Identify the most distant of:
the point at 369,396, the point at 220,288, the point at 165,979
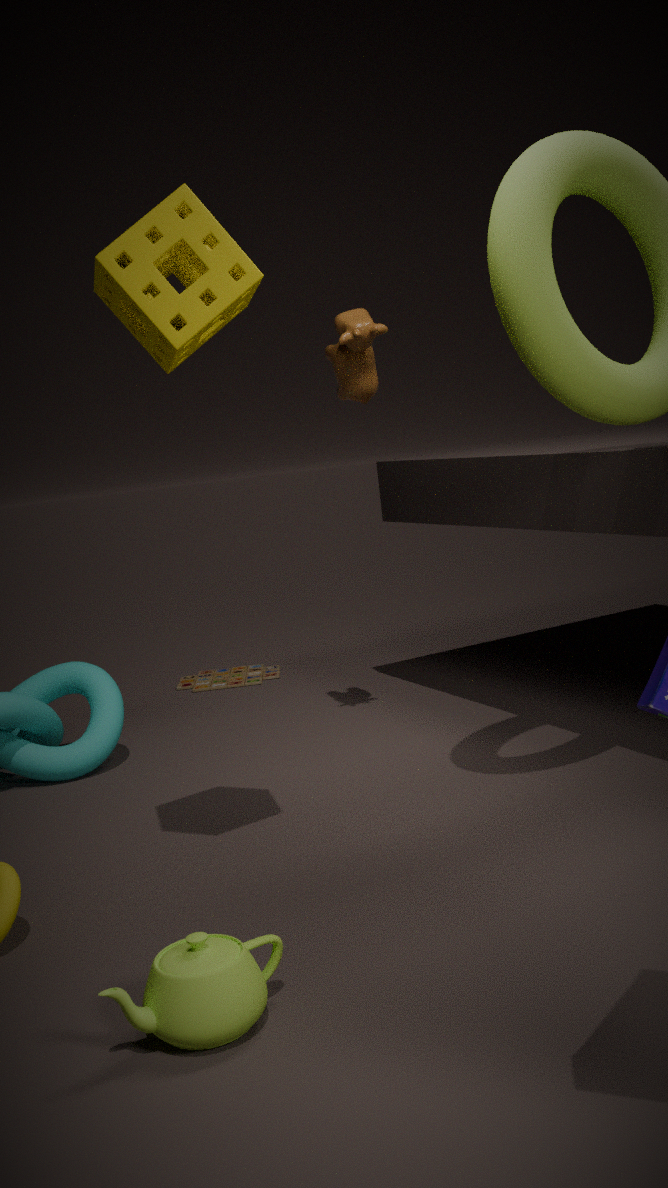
the point at 369,396
